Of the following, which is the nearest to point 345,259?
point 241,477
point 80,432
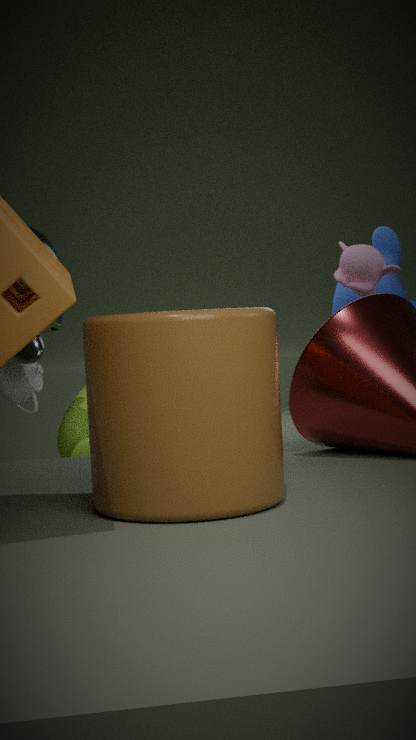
point 80,432
